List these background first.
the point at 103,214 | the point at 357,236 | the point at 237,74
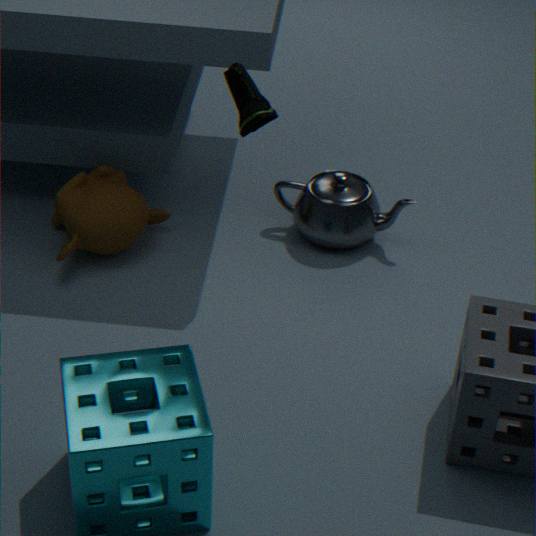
the point at 357,236, the point at 103,214, the point at 237,74
